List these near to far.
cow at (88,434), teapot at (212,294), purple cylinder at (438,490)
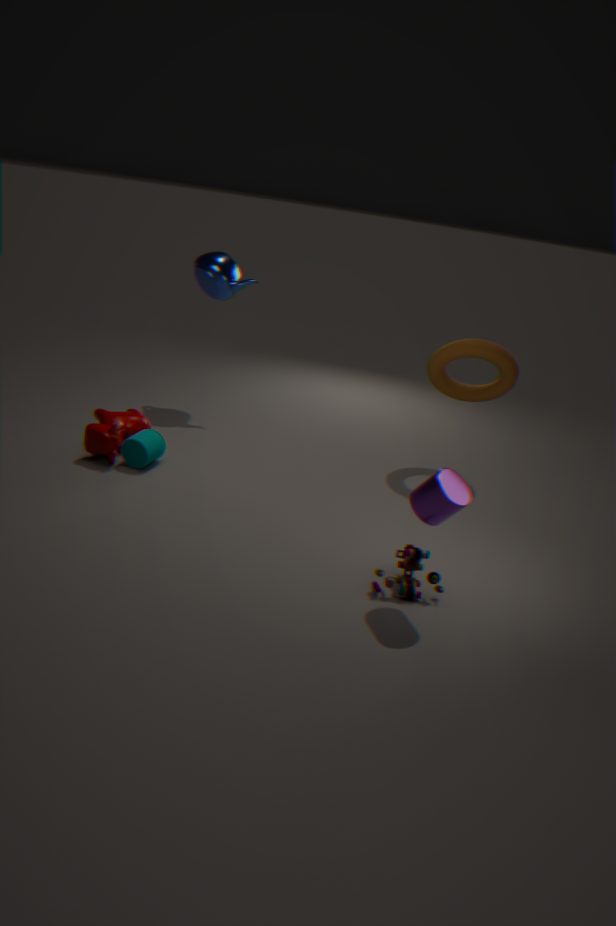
1. purple cylinder at (438,490)
2. cow at (88,434)
3. teapot at (212,294)
